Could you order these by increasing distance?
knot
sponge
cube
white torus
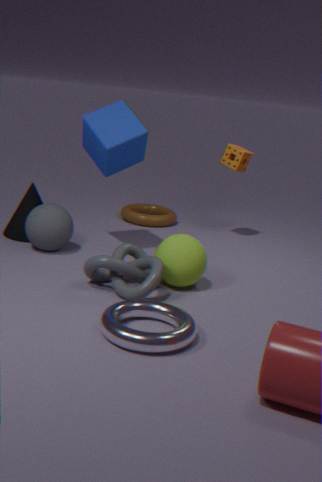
white torus, knot, cube, sponge
